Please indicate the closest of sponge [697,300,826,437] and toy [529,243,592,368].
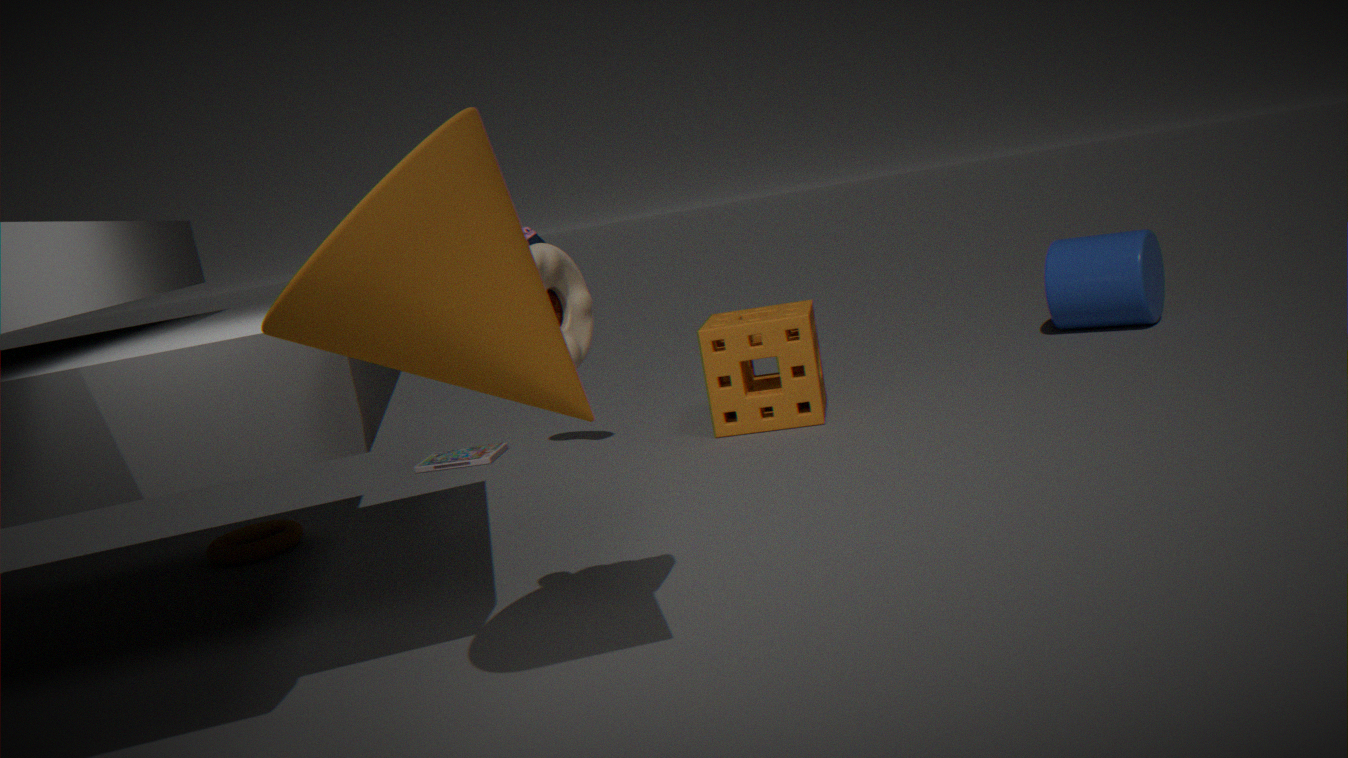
toy [529,243,592,368]
